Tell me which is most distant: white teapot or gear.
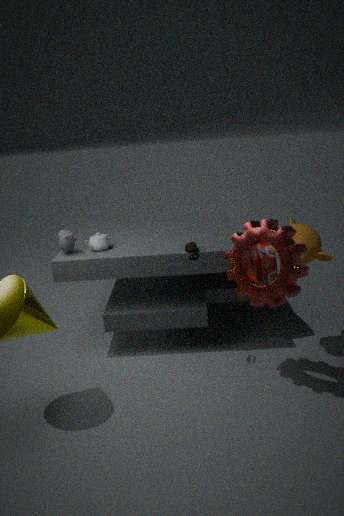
white teapot
